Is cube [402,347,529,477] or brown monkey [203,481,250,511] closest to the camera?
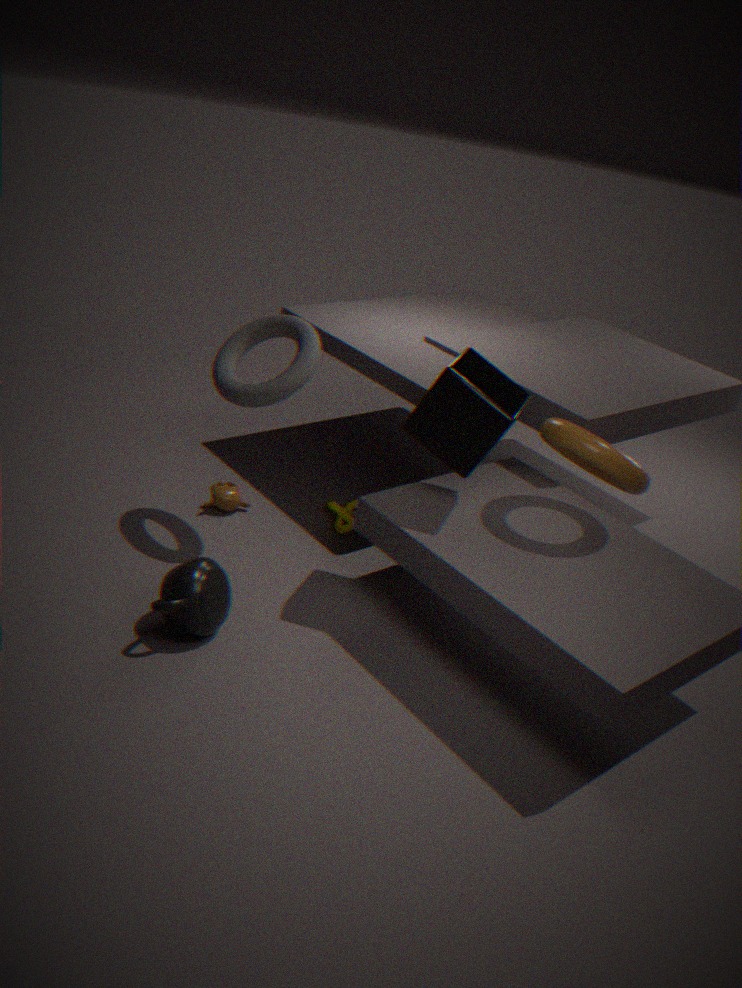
cube [402,347,529,477]
